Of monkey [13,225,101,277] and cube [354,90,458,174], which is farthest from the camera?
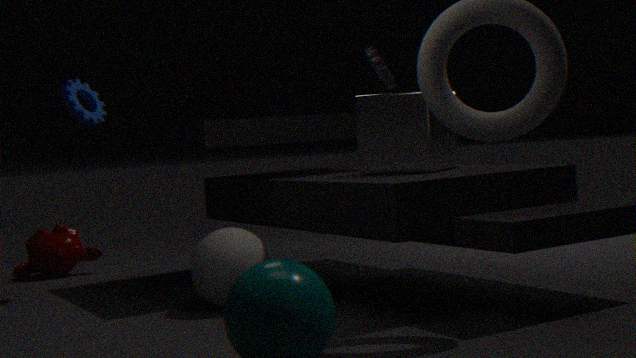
monkey [13,225,101,277]
